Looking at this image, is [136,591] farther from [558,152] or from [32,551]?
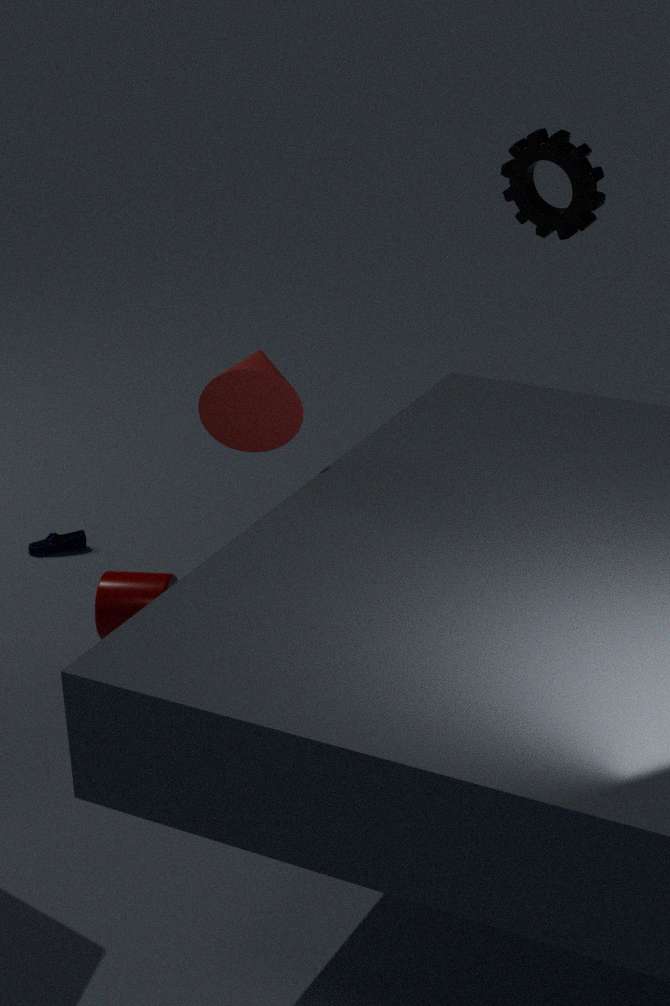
[558,152]
